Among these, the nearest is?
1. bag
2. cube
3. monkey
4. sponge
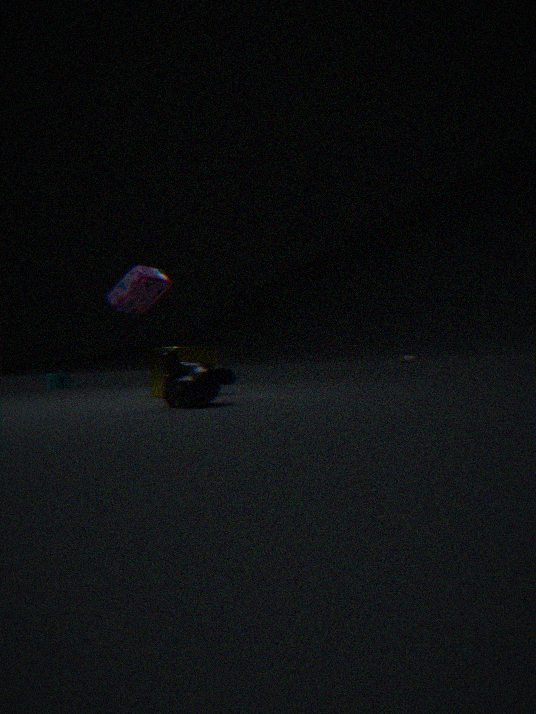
monkey
